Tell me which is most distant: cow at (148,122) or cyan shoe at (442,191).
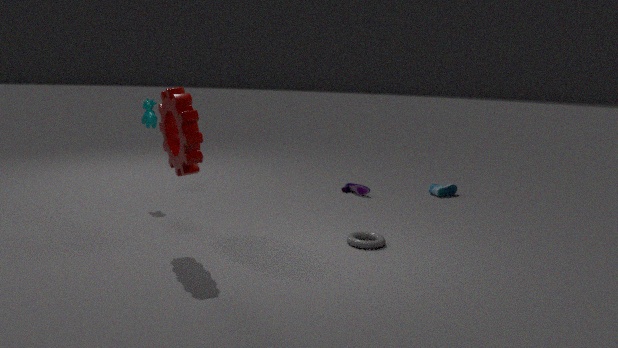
cyan shoe at (442,191)
